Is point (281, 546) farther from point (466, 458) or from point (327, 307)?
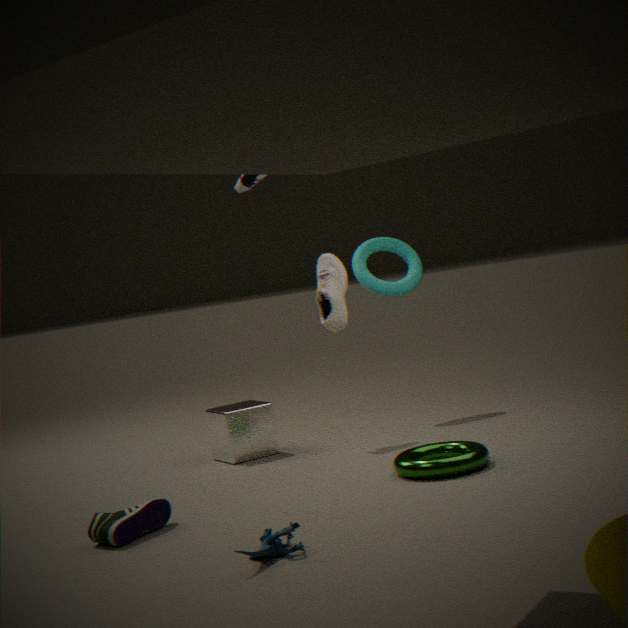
point (327, 307)
